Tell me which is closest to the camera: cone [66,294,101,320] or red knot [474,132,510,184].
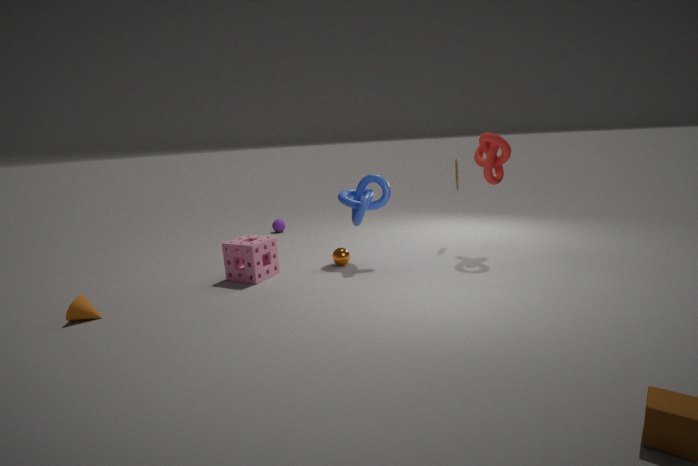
cone [66,294,101,320]
